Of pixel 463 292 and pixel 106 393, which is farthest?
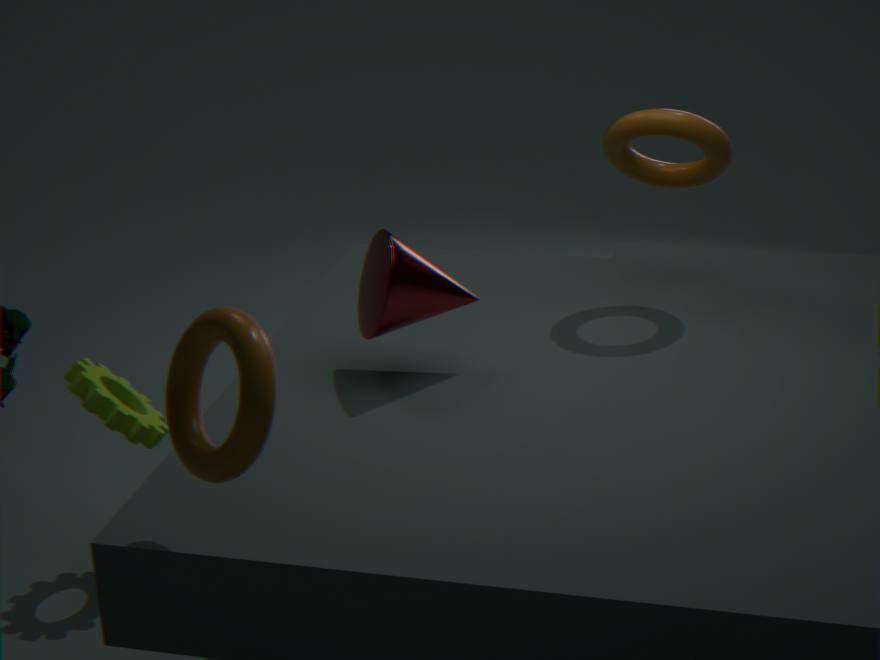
pixel 106 393
